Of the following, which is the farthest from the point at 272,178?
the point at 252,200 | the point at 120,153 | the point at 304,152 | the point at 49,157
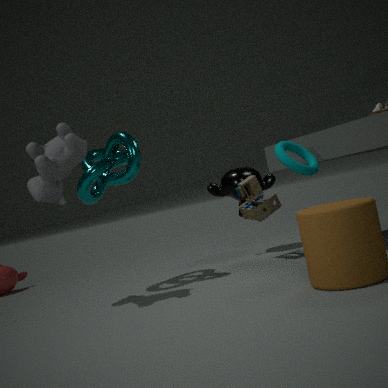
the point at 49,157
